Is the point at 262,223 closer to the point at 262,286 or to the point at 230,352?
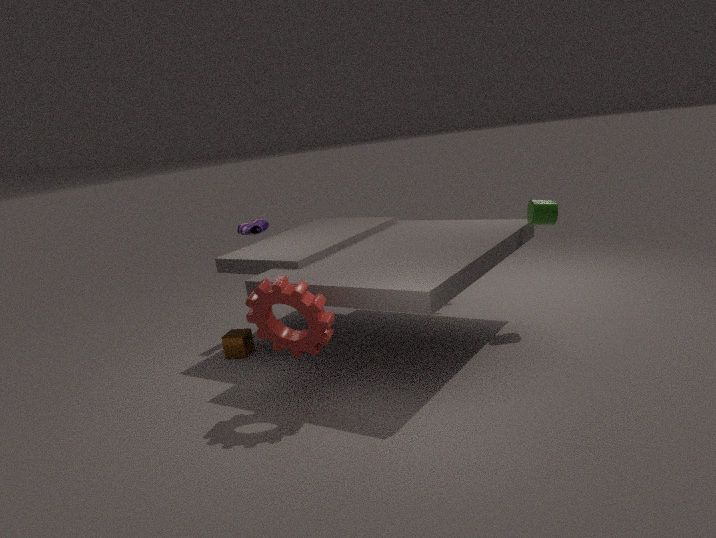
the point at 230,352
